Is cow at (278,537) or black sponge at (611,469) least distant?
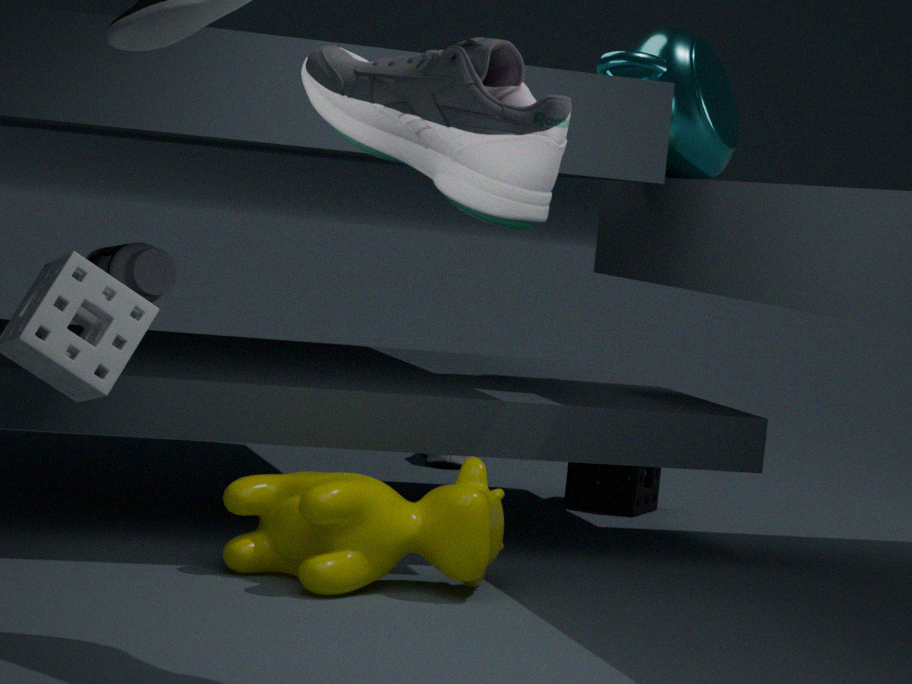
cow at (278,537)
